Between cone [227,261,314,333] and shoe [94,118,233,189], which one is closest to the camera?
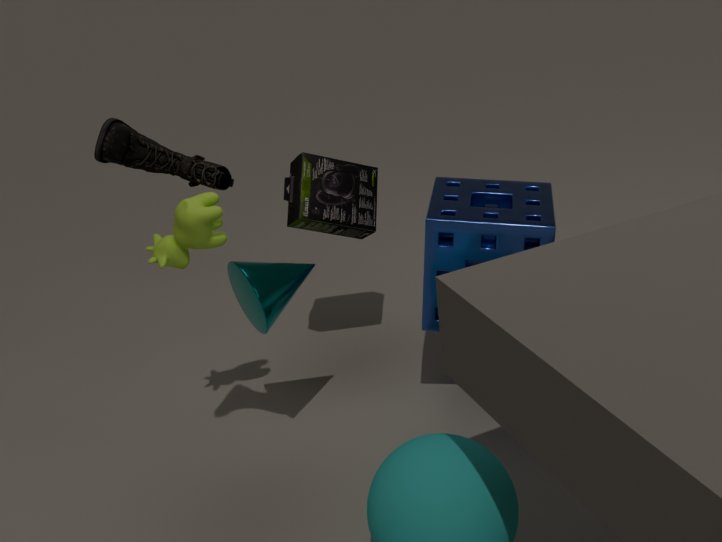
shoe [94,118,233,189]
